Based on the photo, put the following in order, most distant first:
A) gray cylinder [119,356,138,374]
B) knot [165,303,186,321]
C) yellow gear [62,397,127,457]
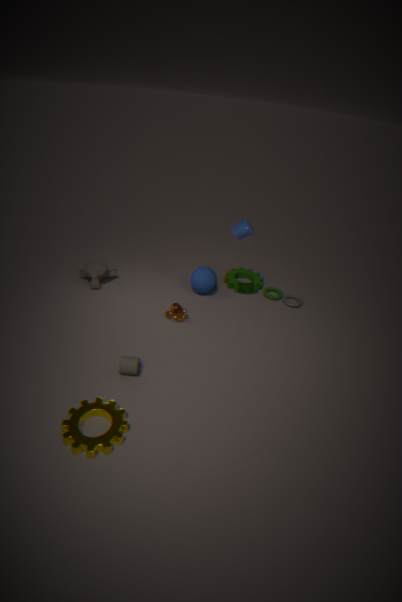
1. knot [165,303,186,321]
2. gray cylinder [119,356,138,374]
3. yellow gear [62,397,127,457]
